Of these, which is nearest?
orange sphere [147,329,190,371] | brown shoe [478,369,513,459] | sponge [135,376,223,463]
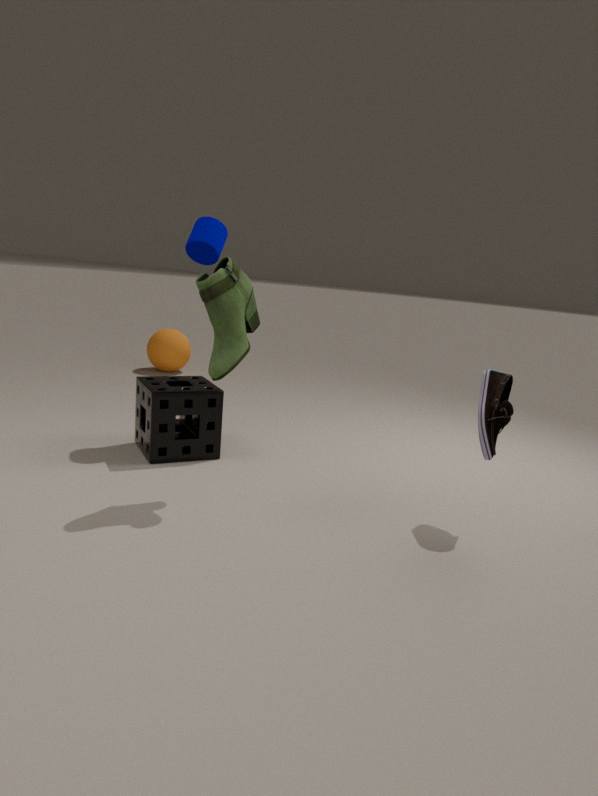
brown shoe [478,369,513,459]
